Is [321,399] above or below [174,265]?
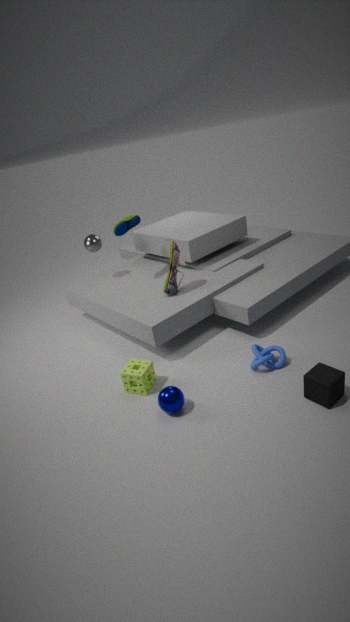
below
